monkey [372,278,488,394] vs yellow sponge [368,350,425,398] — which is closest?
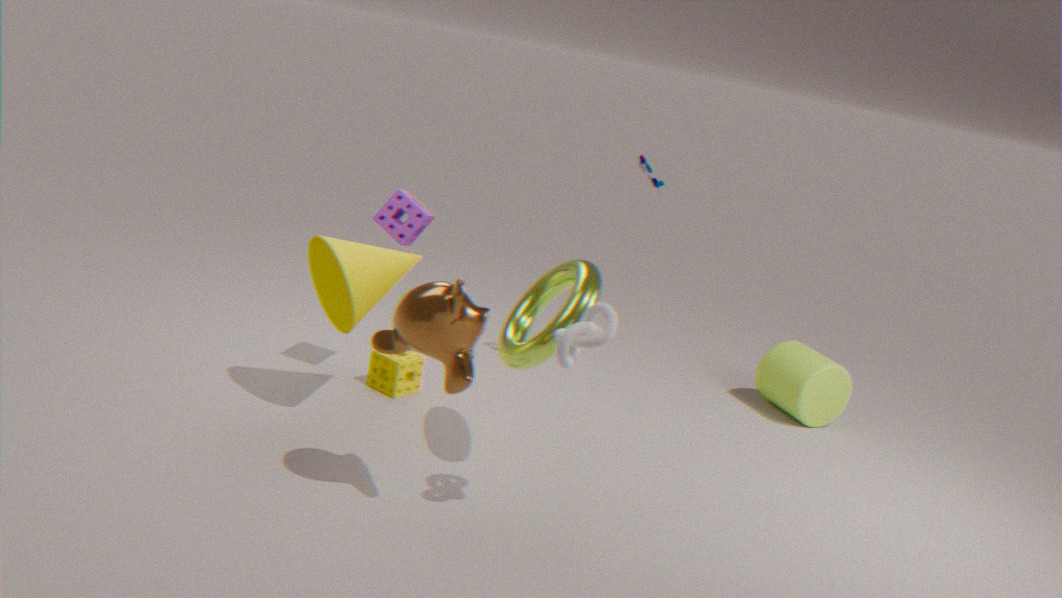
monkey [372,278,488,394]
